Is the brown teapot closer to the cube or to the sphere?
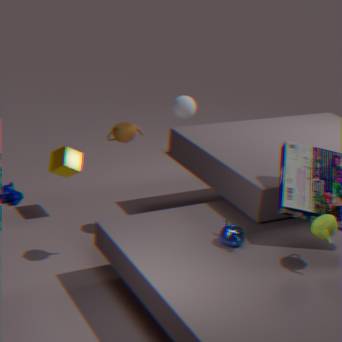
the sphere
